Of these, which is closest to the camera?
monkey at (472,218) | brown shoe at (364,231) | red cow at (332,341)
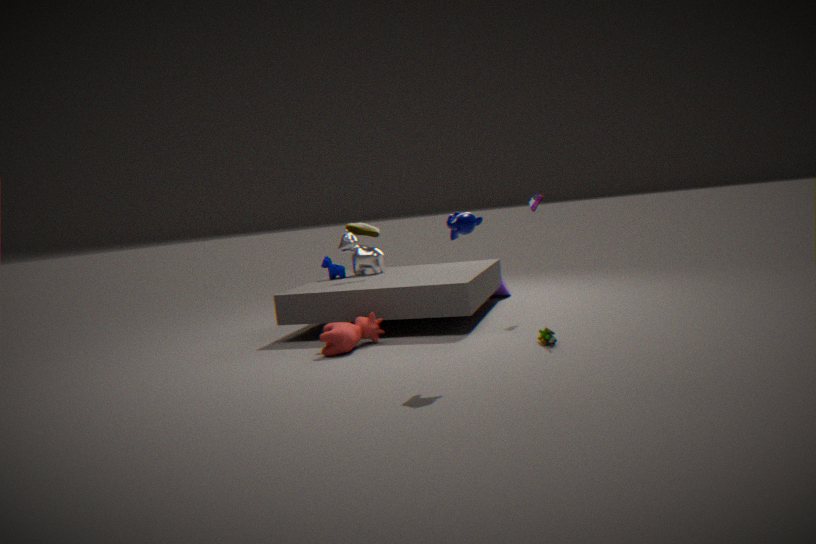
monkey at (472,218)
